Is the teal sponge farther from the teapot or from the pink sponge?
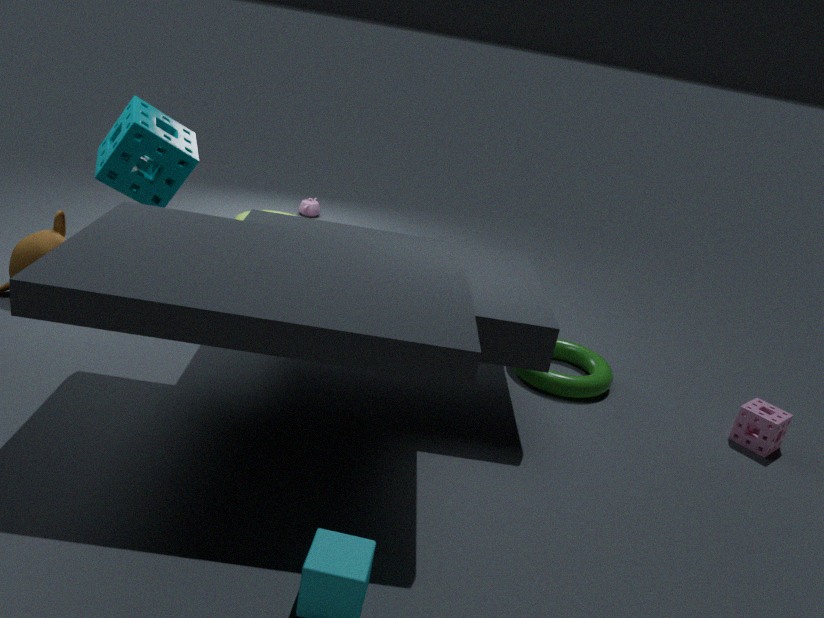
the pink sponge
